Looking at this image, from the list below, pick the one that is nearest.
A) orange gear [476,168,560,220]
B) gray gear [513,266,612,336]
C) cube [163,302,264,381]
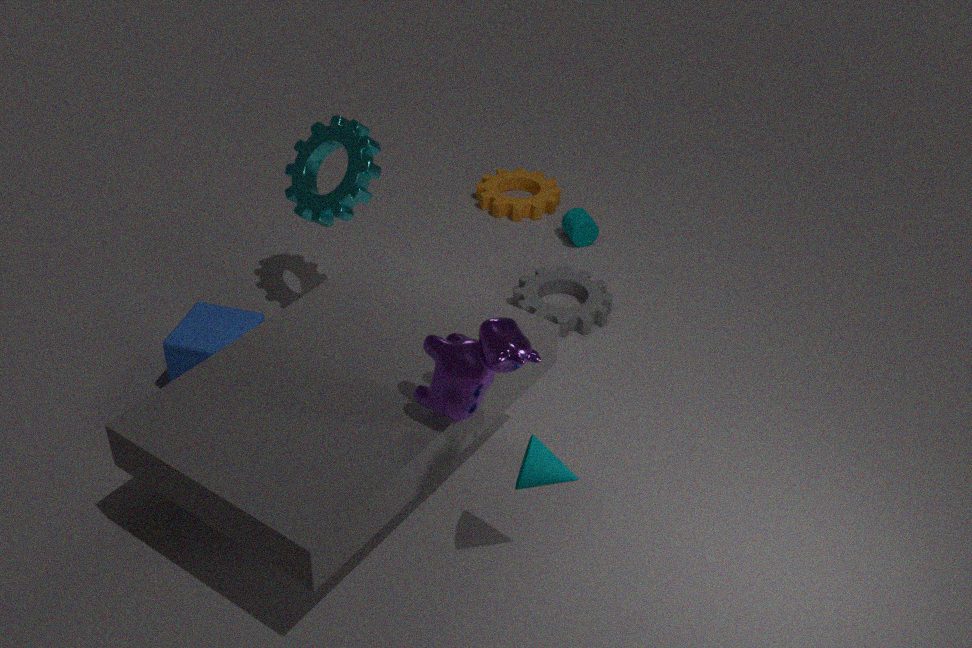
cube [163,302,264,381]
